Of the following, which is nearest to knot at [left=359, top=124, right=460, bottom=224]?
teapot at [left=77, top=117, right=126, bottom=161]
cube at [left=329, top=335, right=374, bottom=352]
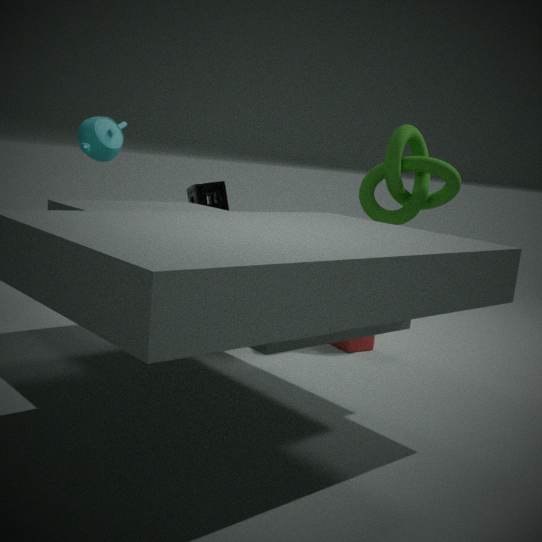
cube at [left=329, top=335, right=374, bottom=352]
